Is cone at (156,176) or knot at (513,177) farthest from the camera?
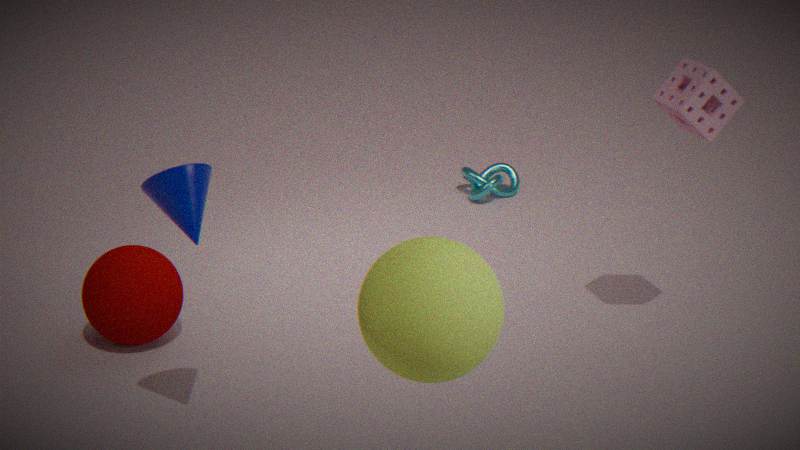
knot at (513,177)
